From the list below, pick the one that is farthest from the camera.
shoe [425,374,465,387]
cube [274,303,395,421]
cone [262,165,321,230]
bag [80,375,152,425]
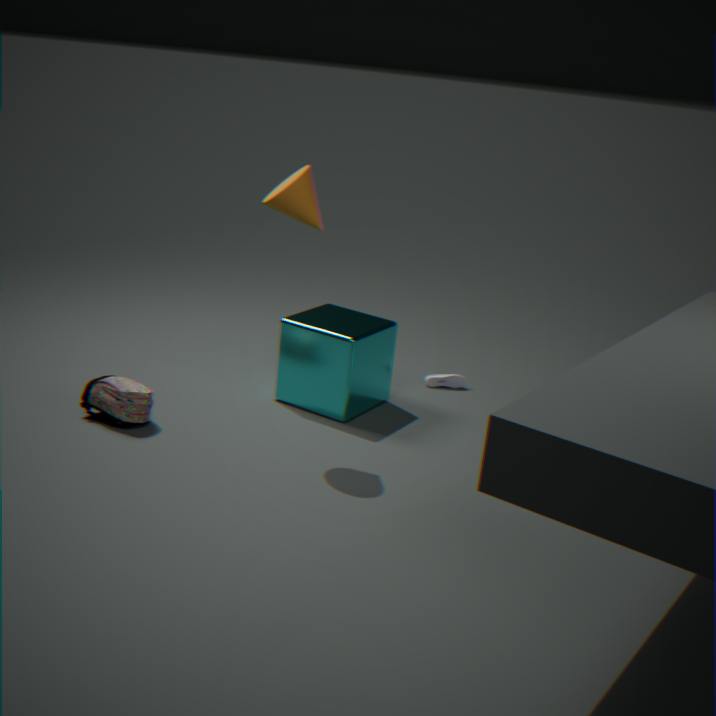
shoe [425,374,465,387]
